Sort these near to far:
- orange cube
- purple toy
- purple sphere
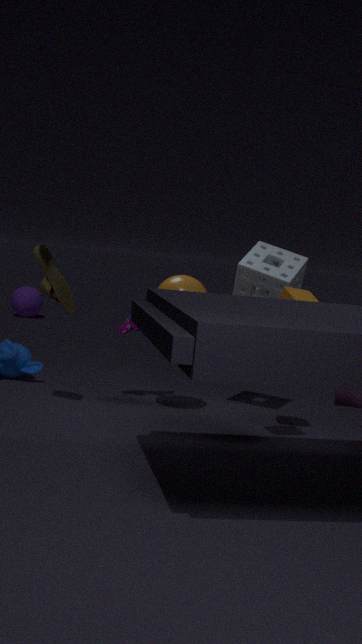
orange cube → purple toy → purple sphere
